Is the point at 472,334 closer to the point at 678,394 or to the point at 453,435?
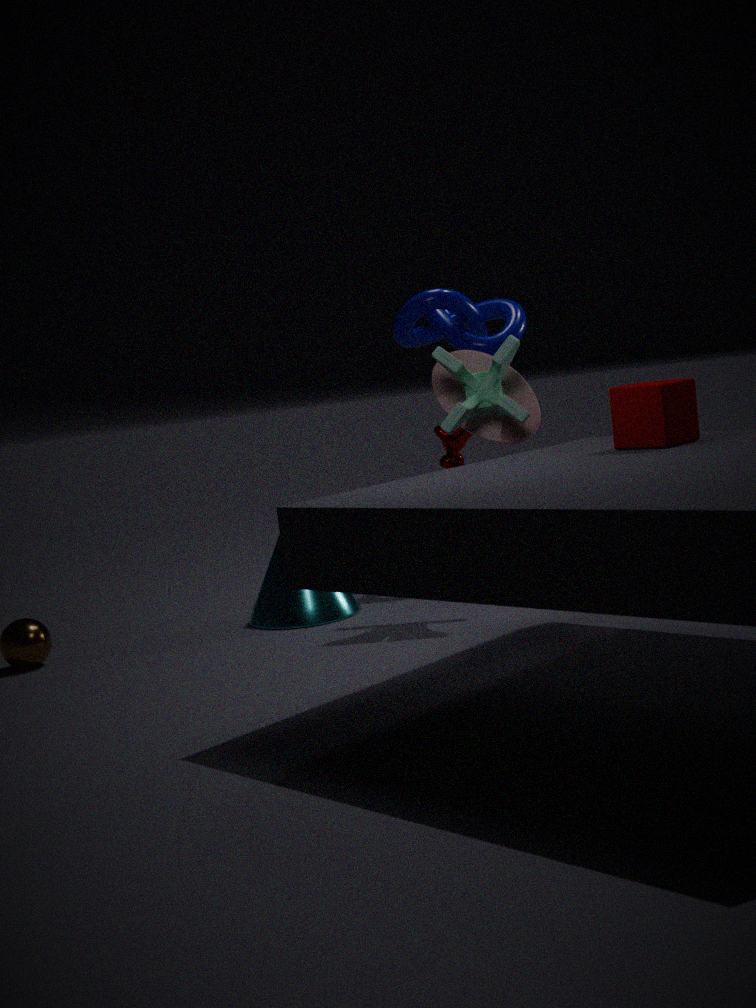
the point at 453,435
